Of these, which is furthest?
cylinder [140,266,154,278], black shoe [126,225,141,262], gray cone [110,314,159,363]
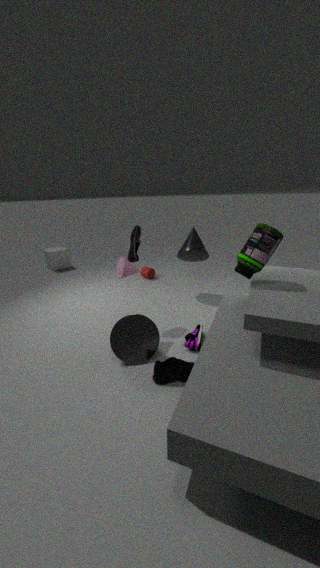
cylinder [140,266,154,278]
